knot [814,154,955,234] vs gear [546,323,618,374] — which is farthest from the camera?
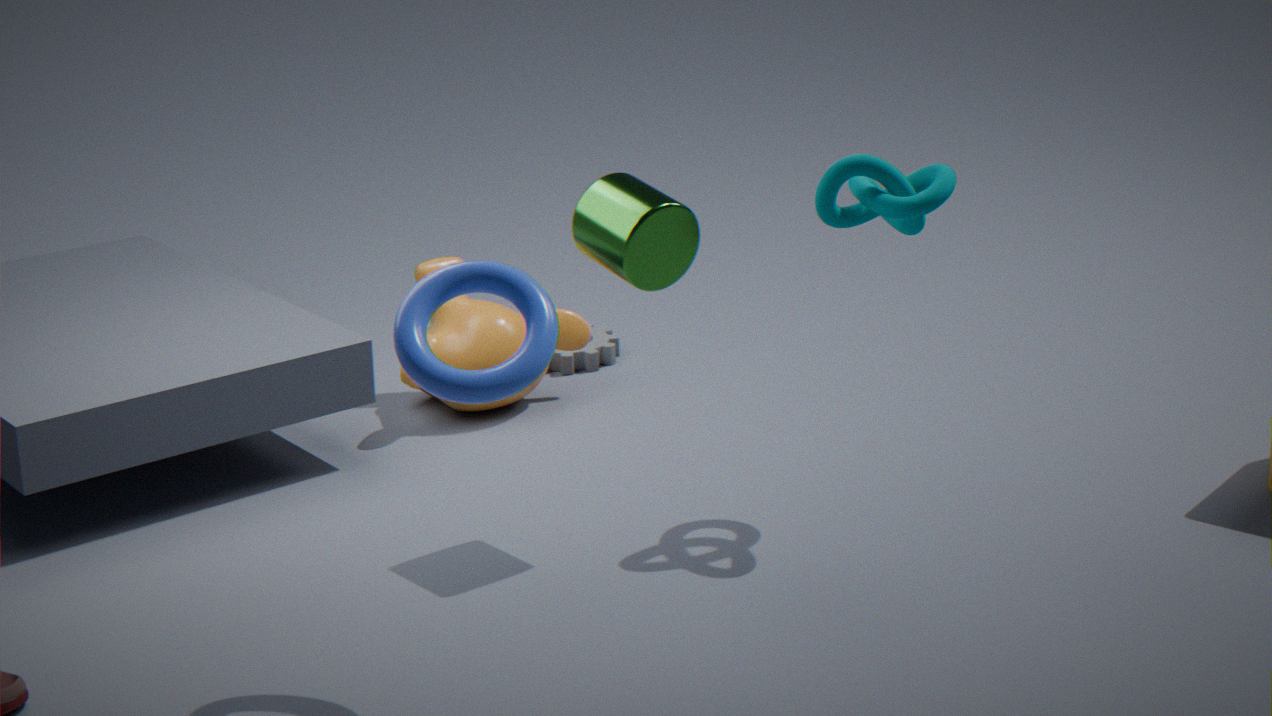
gear [546,323,618,374]
